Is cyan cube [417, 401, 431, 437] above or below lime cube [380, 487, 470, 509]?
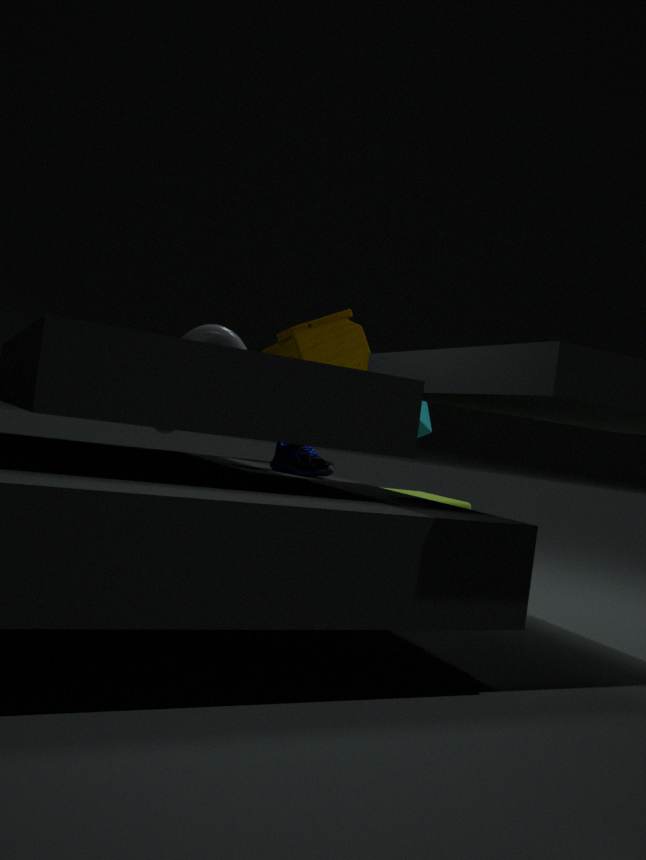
above
